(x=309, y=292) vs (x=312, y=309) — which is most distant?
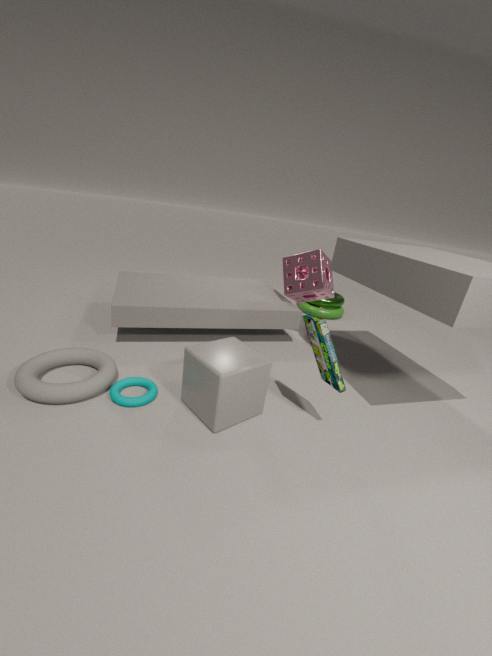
(x=312, y=309)
